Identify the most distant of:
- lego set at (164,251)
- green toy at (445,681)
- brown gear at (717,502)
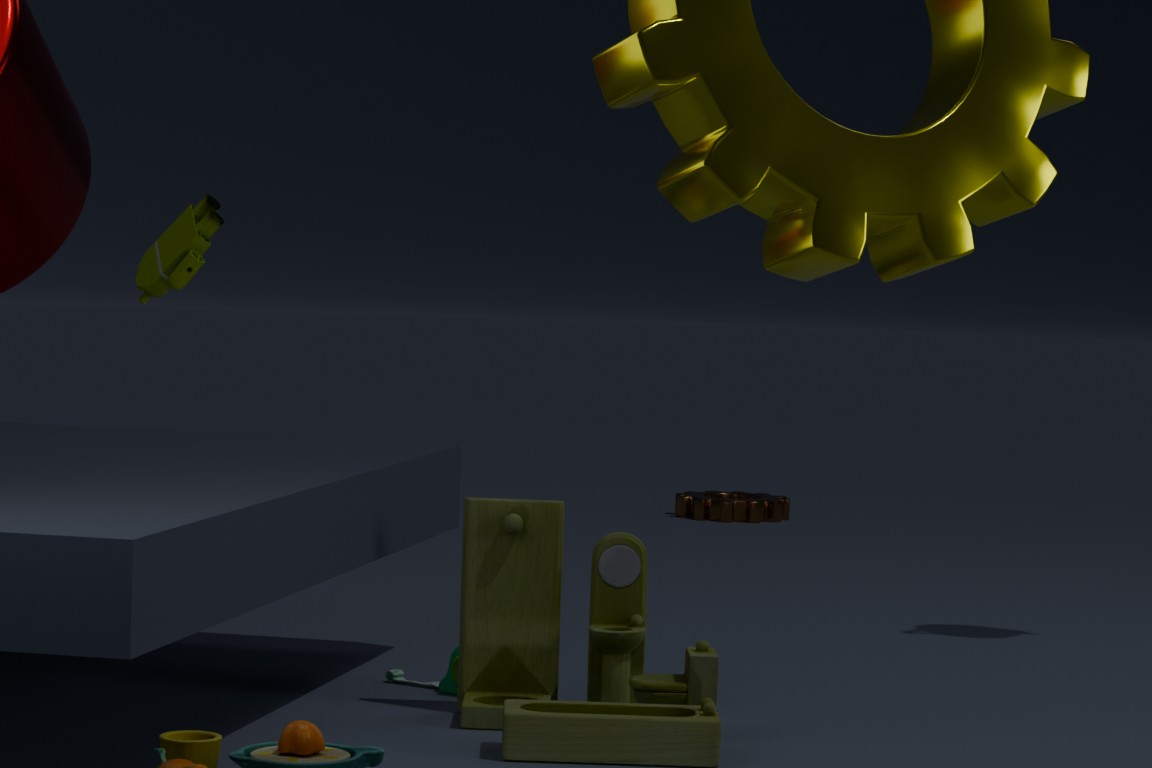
brown gear at (717,502)
